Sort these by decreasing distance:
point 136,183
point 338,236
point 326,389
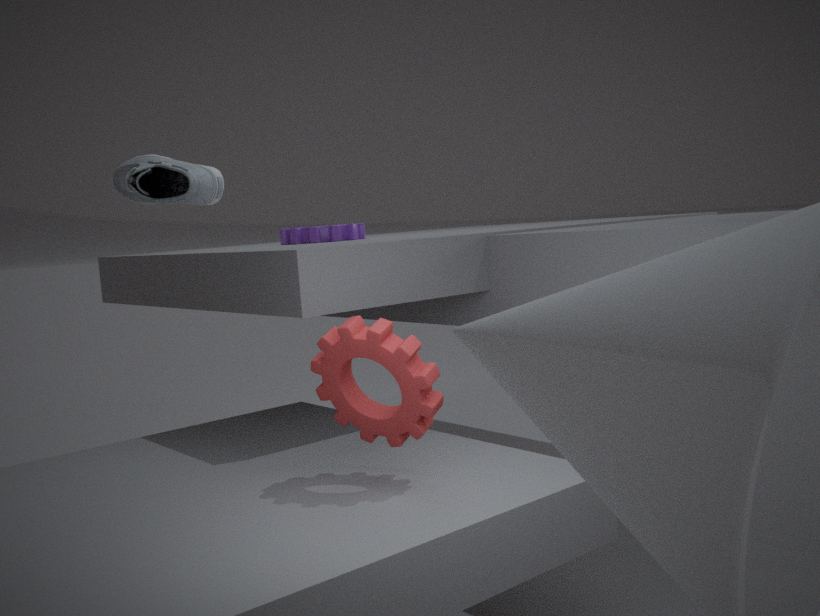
point 338,236, point 136,183, point 326,389
